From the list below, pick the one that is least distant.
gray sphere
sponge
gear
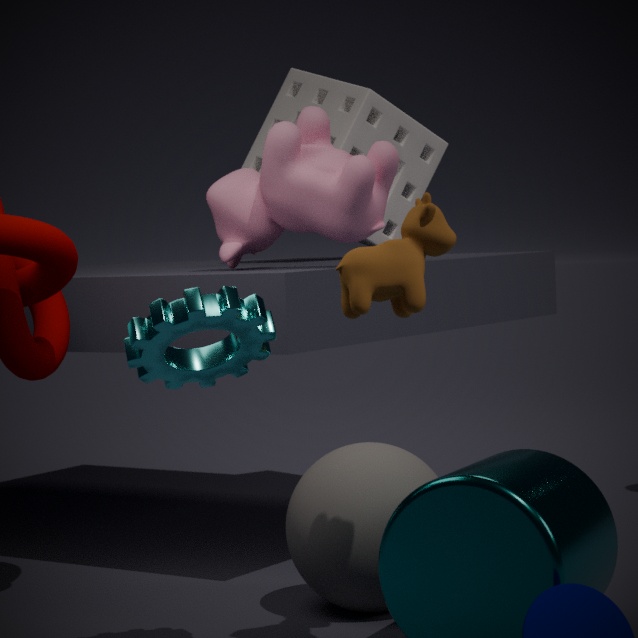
gear
